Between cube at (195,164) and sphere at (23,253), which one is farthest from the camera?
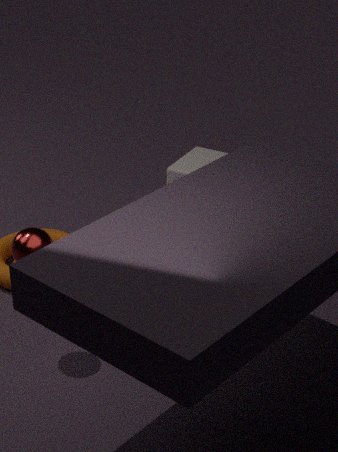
cube at (195,164)
